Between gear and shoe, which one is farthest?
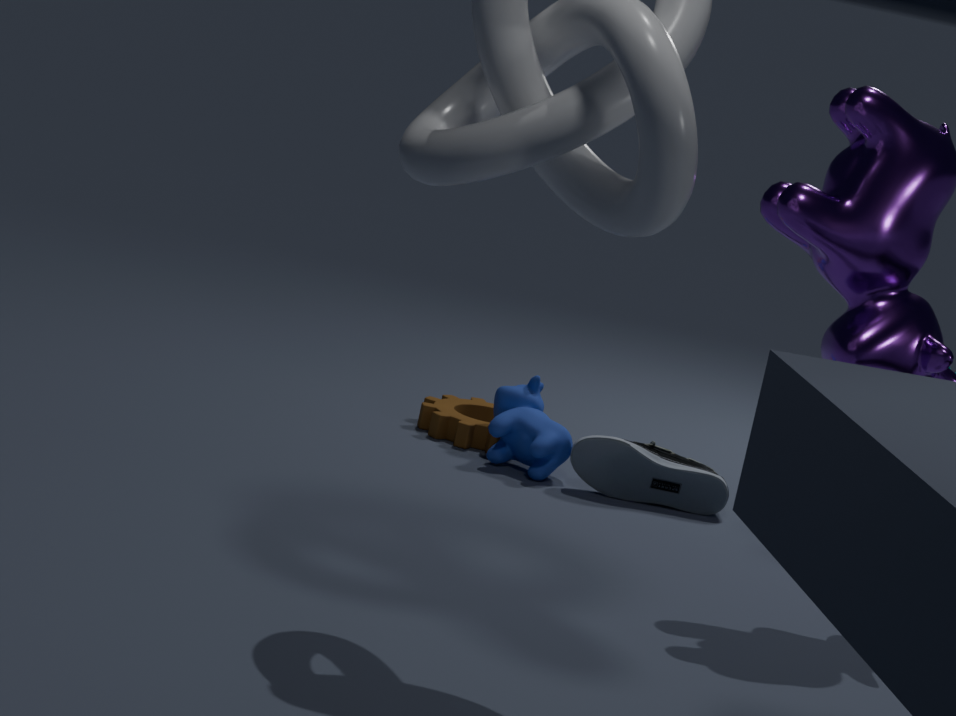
gear
